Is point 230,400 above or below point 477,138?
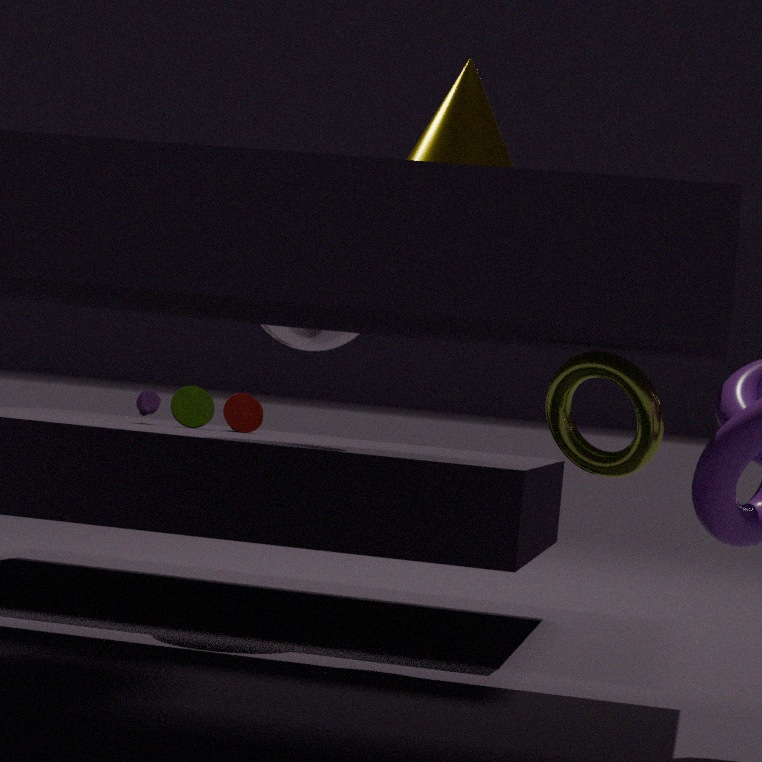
below
